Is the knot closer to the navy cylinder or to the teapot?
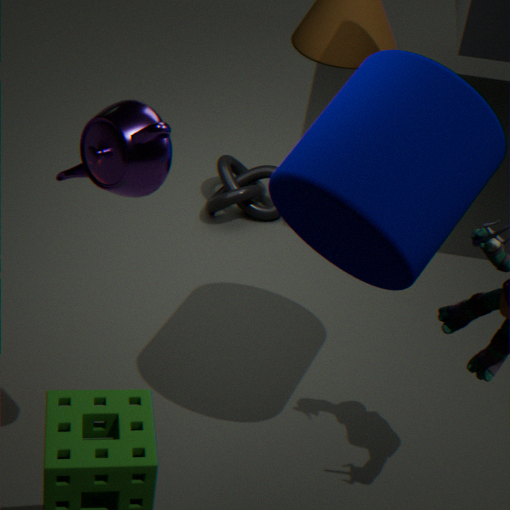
the navy cylinder
